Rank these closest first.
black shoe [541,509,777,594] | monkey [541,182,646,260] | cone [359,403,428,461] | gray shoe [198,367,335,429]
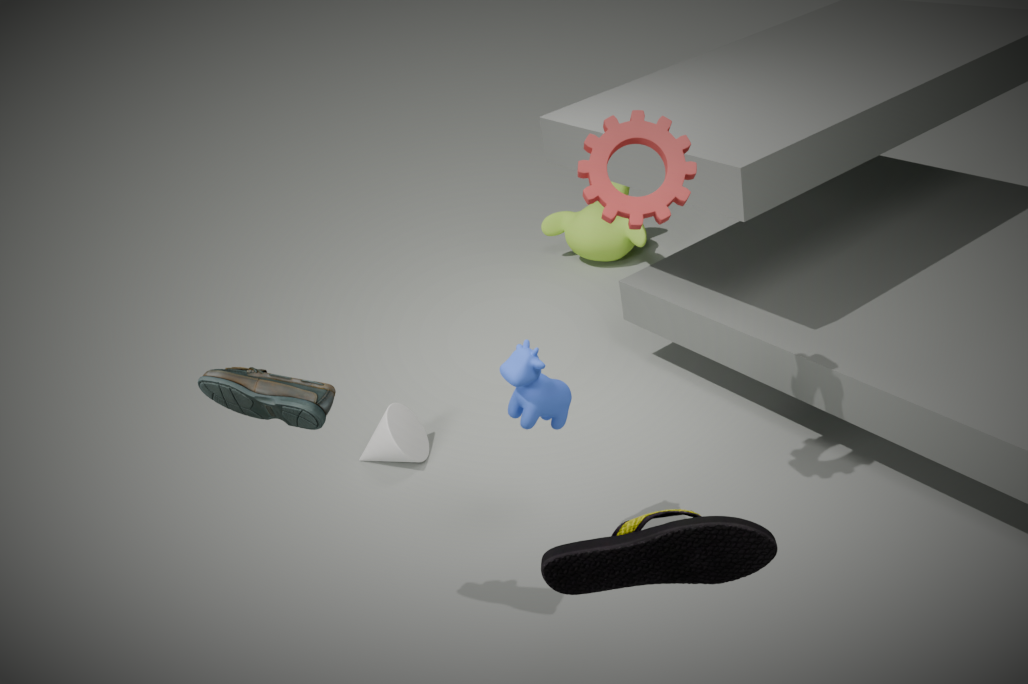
black shoe [541,509,777,594]
gray shoe [198,367,335,429]
cone [359,403,428,461]
monkey [541,182,646,260]
